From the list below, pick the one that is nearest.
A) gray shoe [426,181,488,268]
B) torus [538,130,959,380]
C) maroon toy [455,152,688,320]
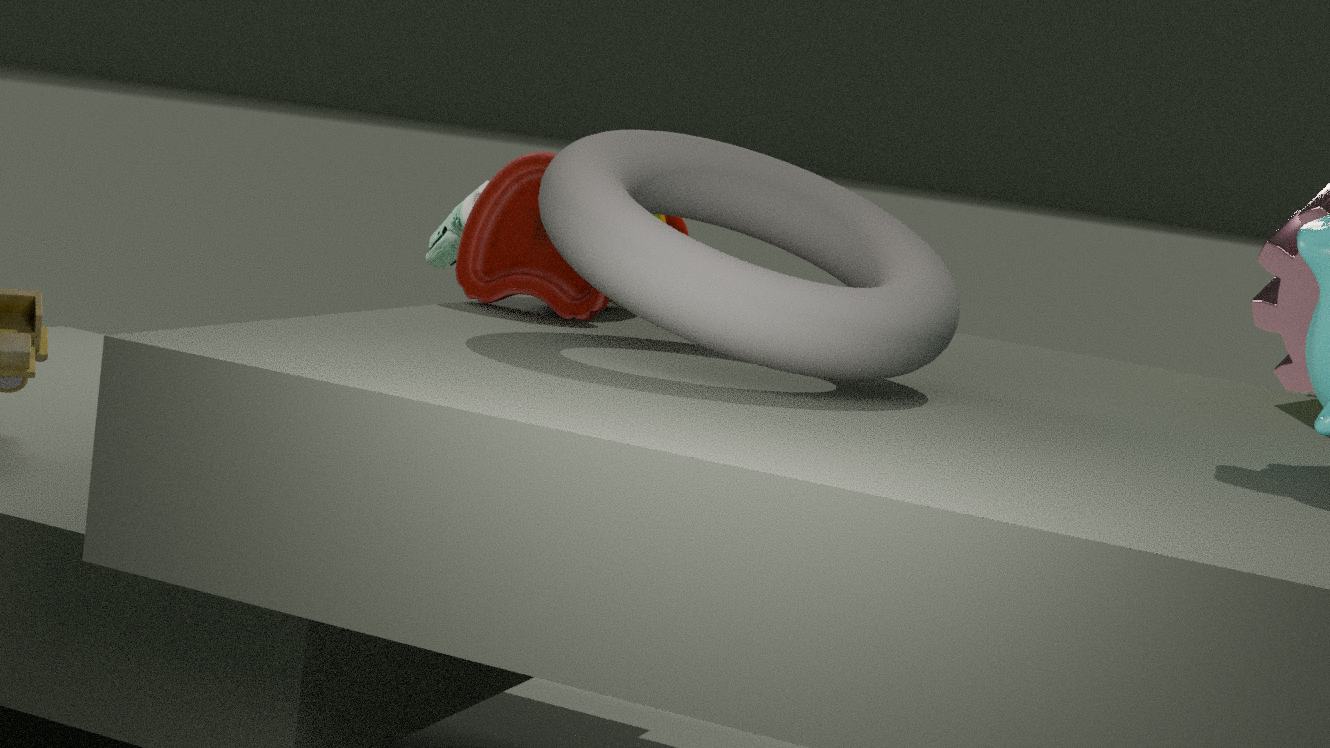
torus [538,130,959,380]
